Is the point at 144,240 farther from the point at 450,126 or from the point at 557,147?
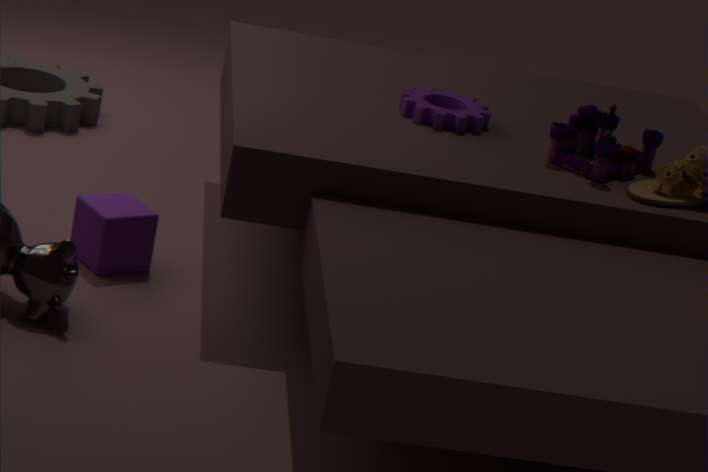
the point at 557,147
